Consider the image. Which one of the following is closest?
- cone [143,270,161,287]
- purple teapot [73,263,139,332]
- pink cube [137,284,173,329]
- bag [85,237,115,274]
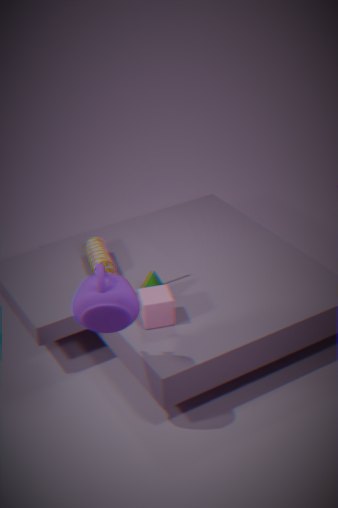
purple teapot [73,263,139,332]
